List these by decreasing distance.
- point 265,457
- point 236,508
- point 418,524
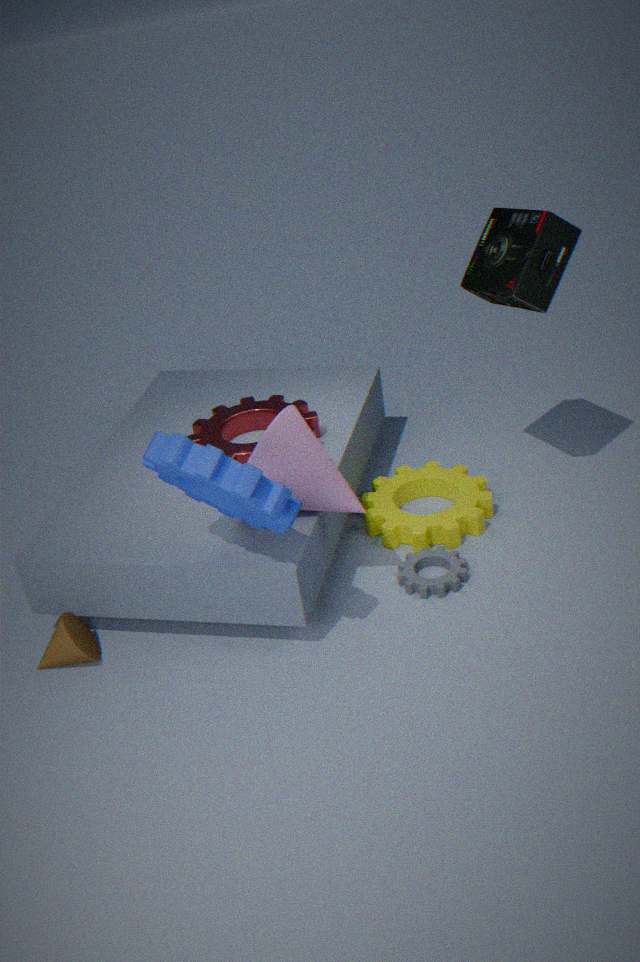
point 418,524 < point 265,457 < point 236,508
